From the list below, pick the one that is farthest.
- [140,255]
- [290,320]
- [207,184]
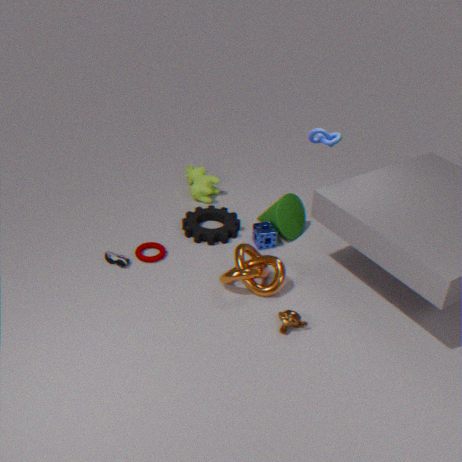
[207,184]
